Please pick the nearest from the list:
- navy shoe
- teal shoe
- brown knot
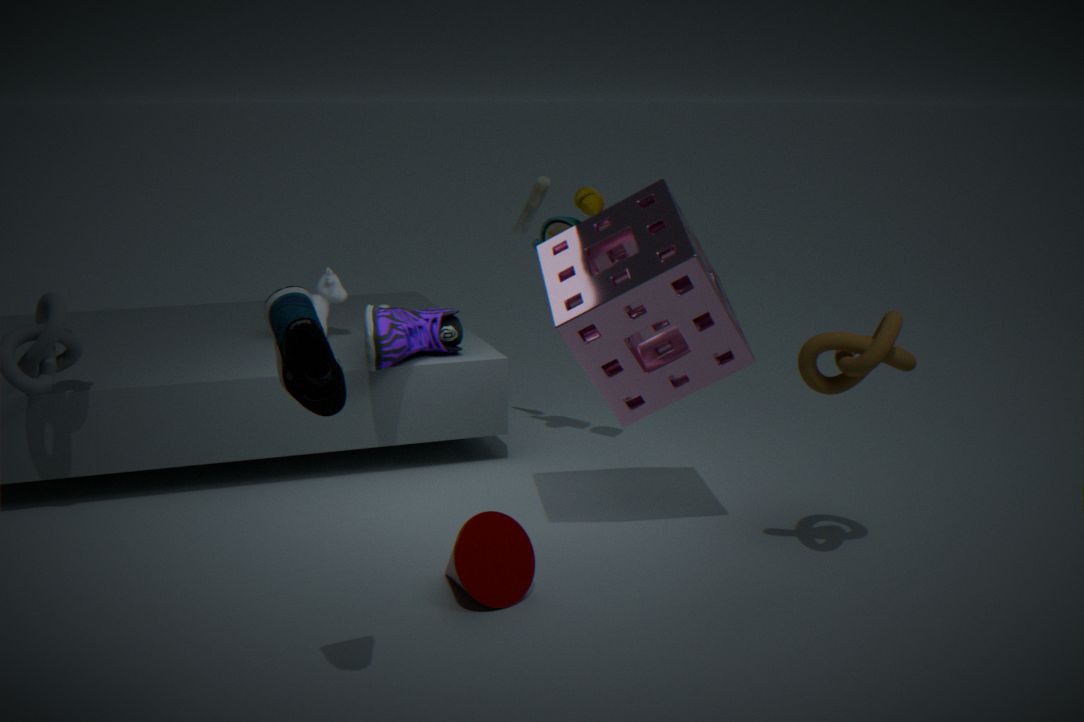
teal shoe
